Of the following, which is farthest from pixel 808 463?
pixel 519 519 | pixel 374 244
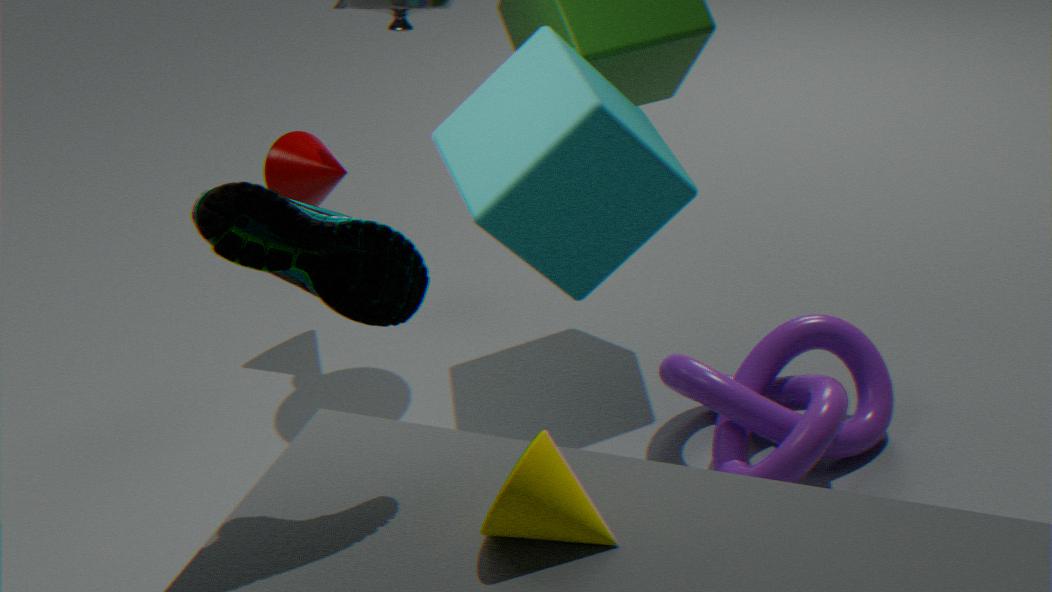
pixel 374 244
